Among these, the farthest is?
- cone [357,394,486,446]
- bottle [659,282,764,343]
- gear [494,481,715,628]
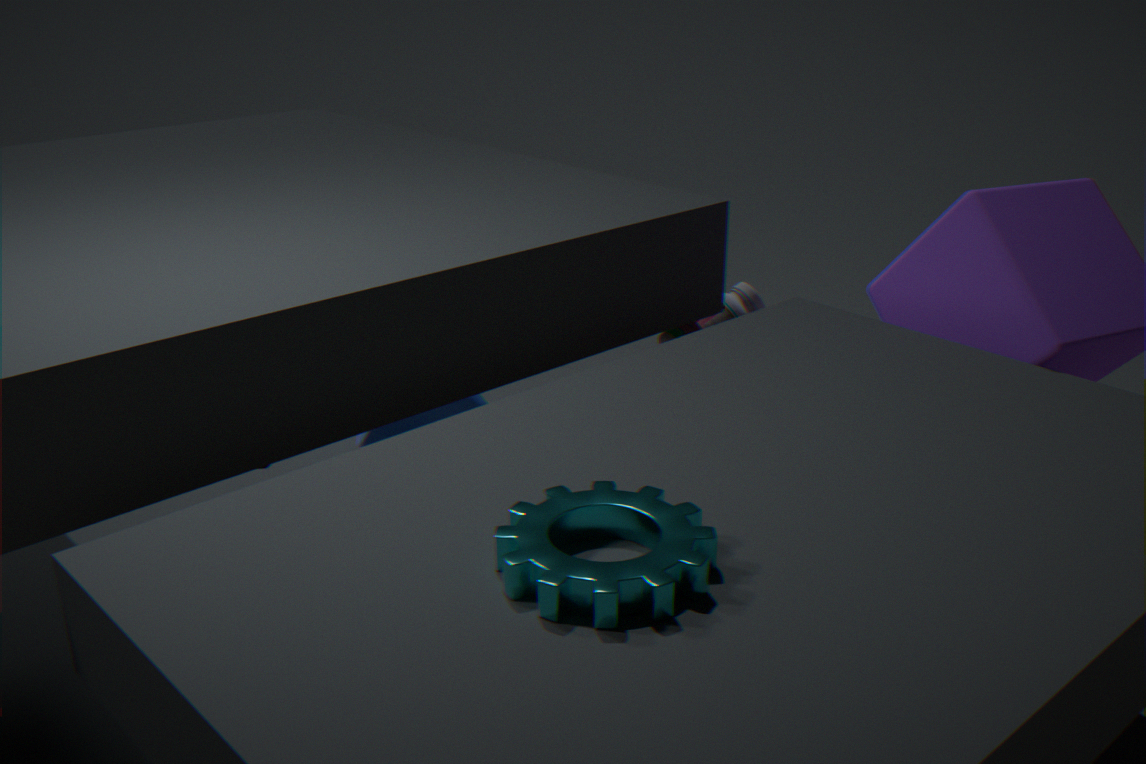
cone [357,394,486,446]
